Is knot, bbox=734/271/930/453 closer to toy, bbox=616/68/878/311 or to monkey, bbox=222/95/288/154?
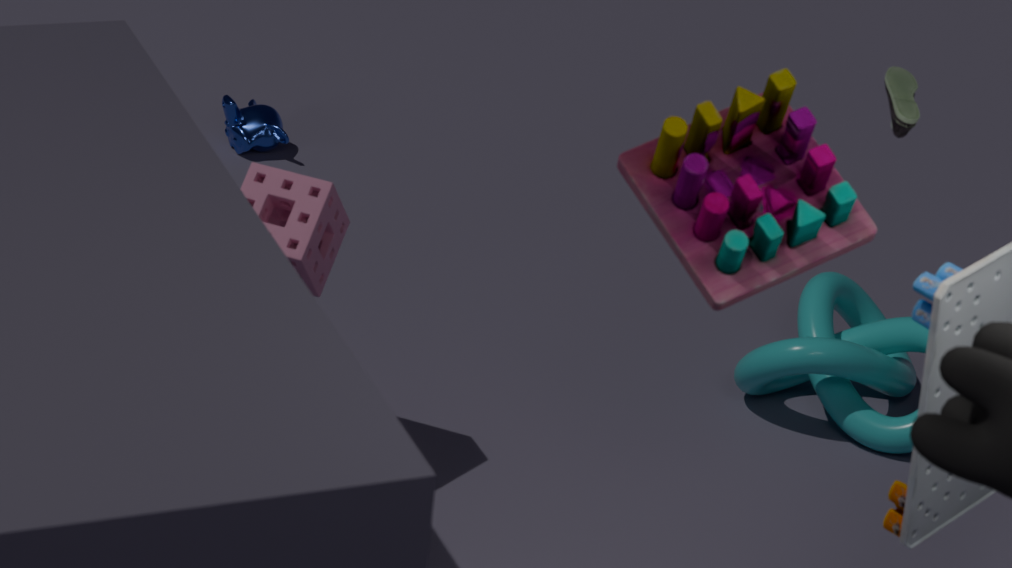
toy, bbox=616/68/878/311
